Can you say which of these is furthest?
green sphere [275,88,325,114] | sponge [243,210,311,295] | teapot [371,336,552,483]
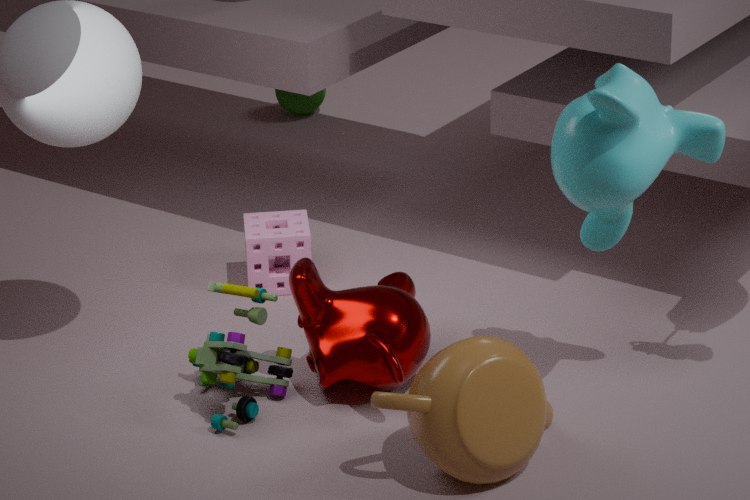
green sphere [275,88,325,114]
